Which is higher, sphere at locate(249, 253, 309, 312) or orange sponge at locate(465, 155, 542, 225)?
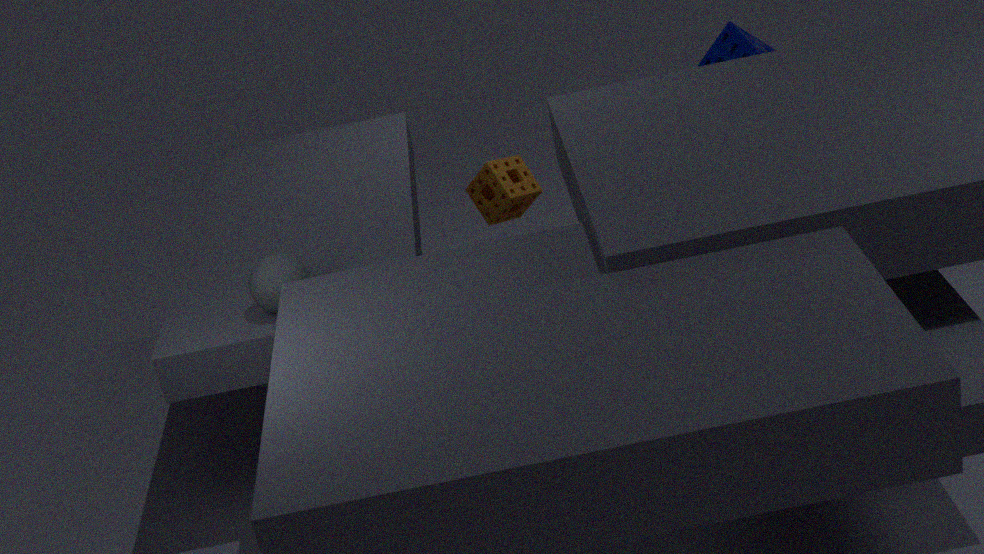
sphere at locate(249, 253, 309, 312)
